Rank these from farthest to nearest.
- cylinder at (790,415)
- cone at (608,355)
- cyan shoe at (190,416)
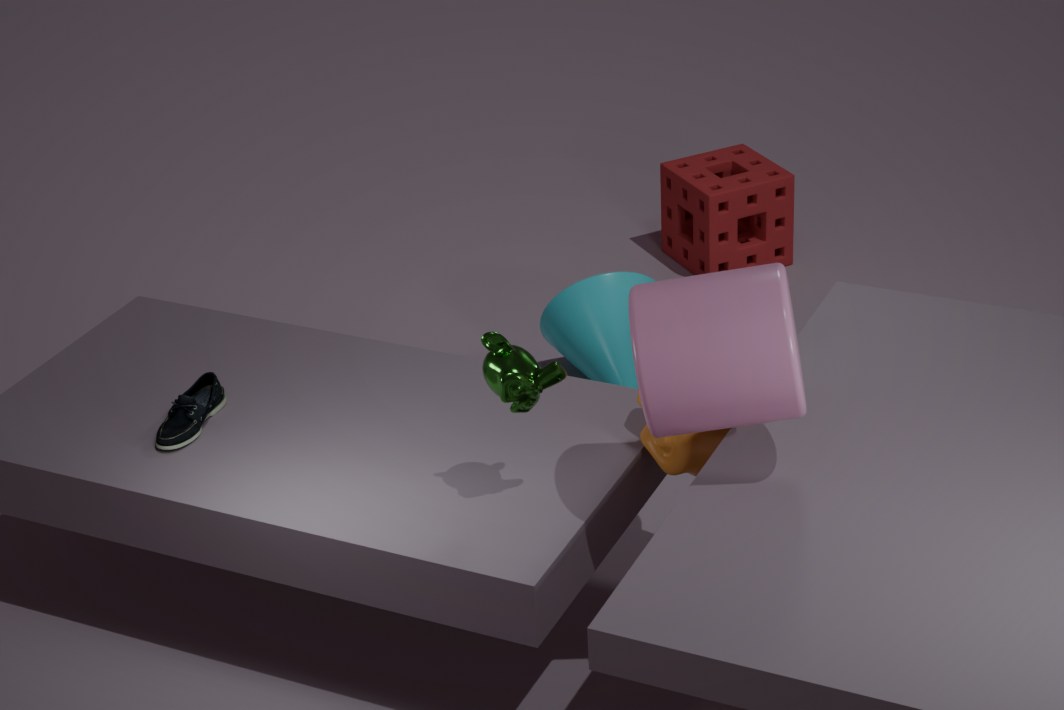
cone at (608,355) < cyan shoe at (190,416) < cylinder at (790,415)
